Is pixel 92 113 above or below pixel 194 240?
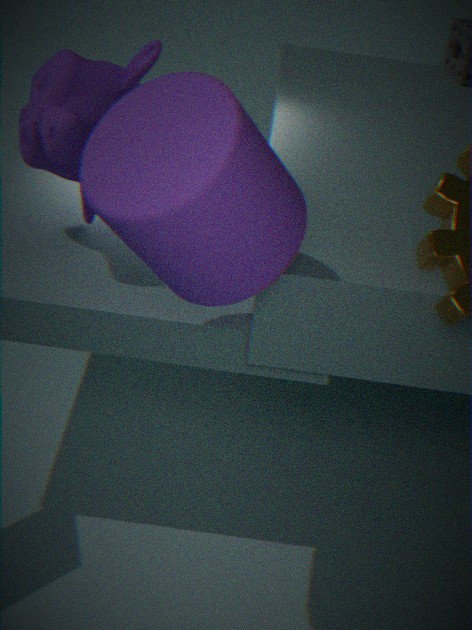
below
